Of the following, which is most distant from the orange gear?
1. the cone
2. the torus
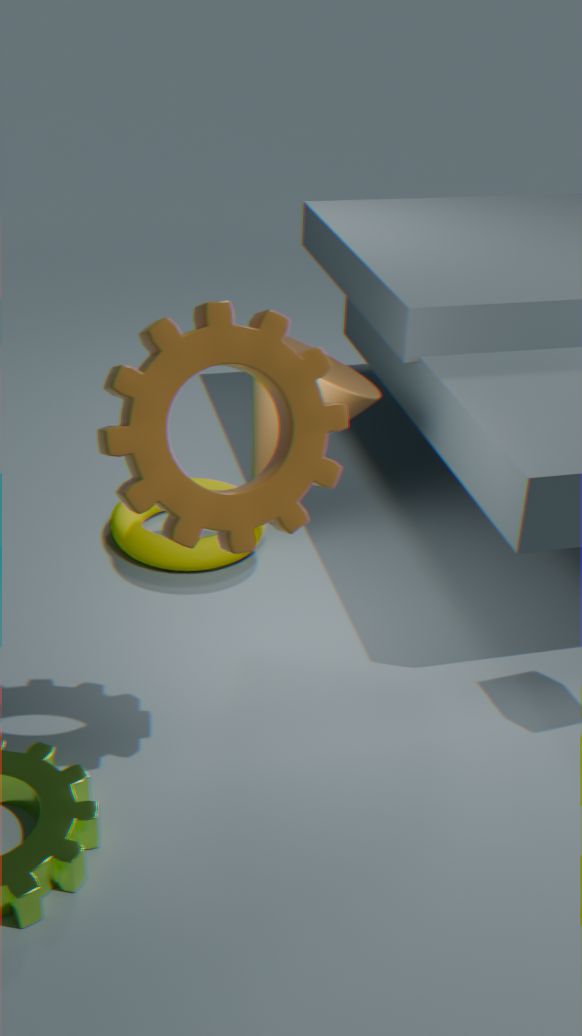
the torus
